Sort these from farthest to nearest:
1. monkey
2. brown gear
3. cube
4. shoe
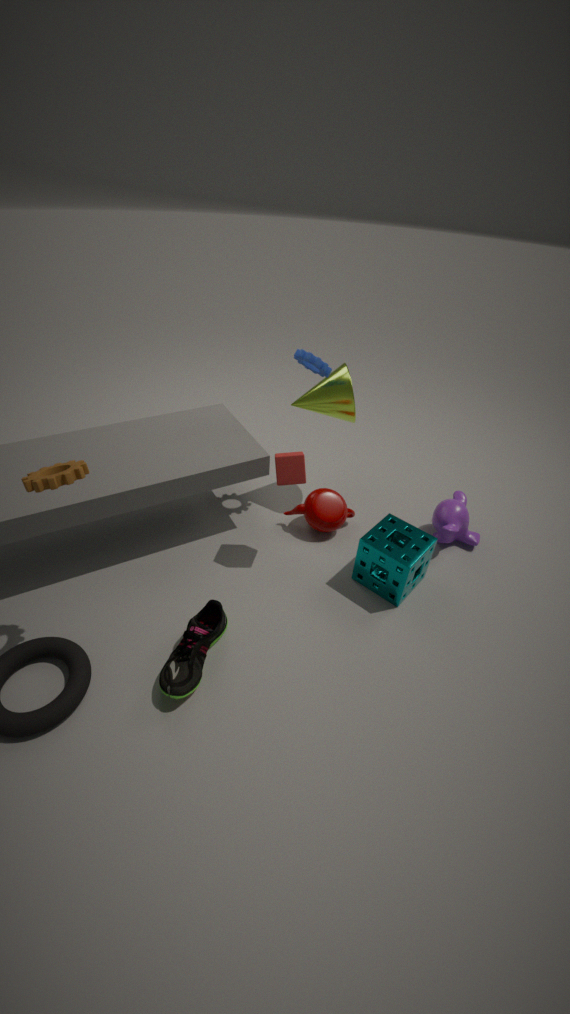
monkey
cube
shoe
brown gear
